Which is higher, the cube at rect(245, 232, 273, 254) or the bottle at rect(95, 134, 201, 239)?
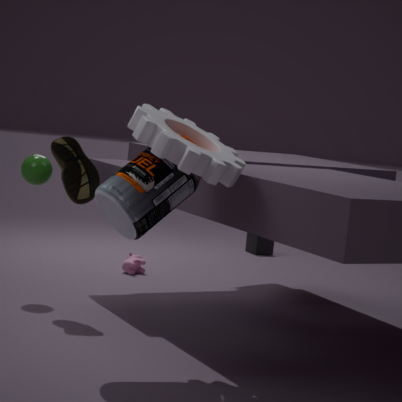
the bottle at rect(95, 134, 201, 239)
